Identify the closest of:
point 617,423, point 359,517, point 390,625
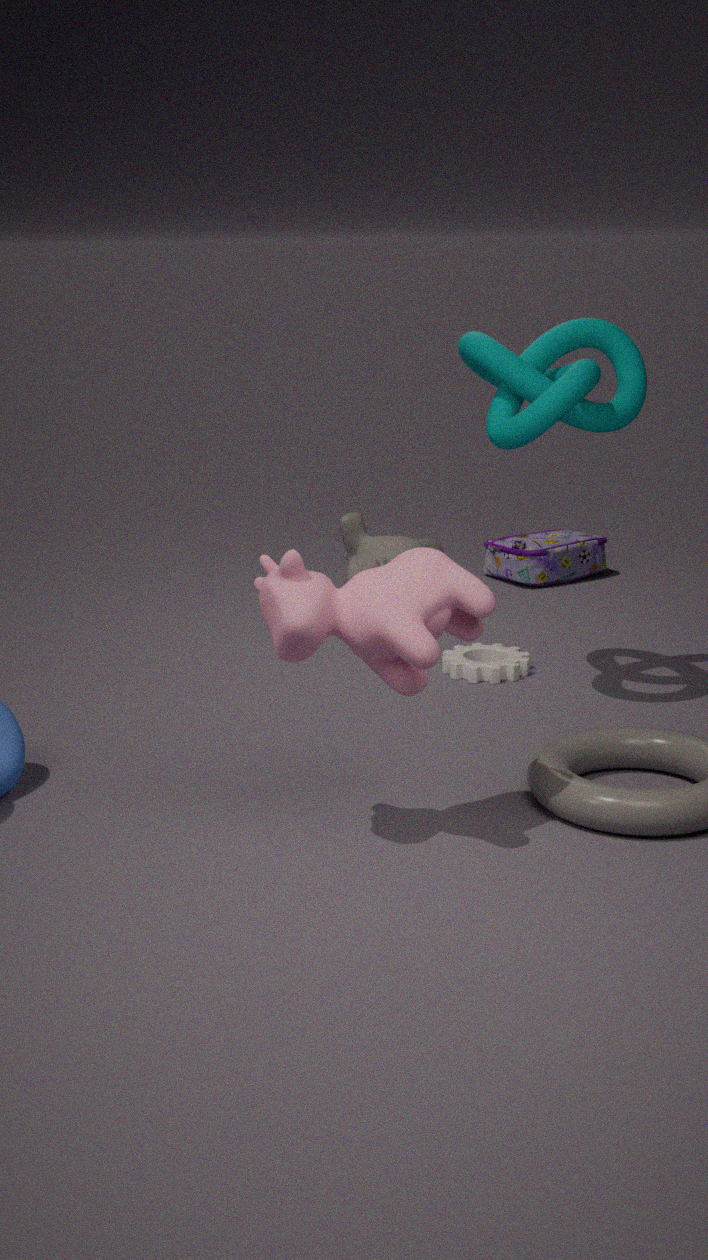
point 390,625
